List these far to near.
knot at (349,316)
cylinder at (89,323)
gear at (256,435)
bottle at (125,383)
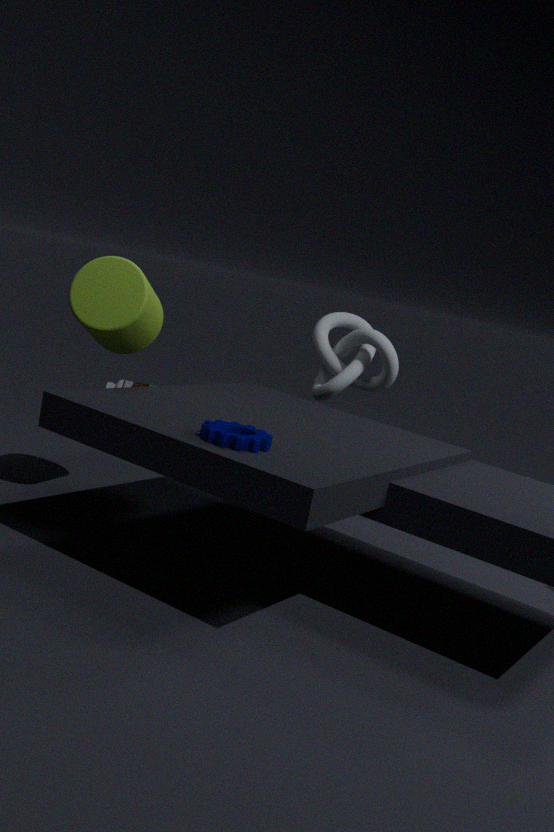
1. bottle at (125,383)
2. knot at (349,316)
3. cylinder at (89,323)
4. gear at (256,435)
